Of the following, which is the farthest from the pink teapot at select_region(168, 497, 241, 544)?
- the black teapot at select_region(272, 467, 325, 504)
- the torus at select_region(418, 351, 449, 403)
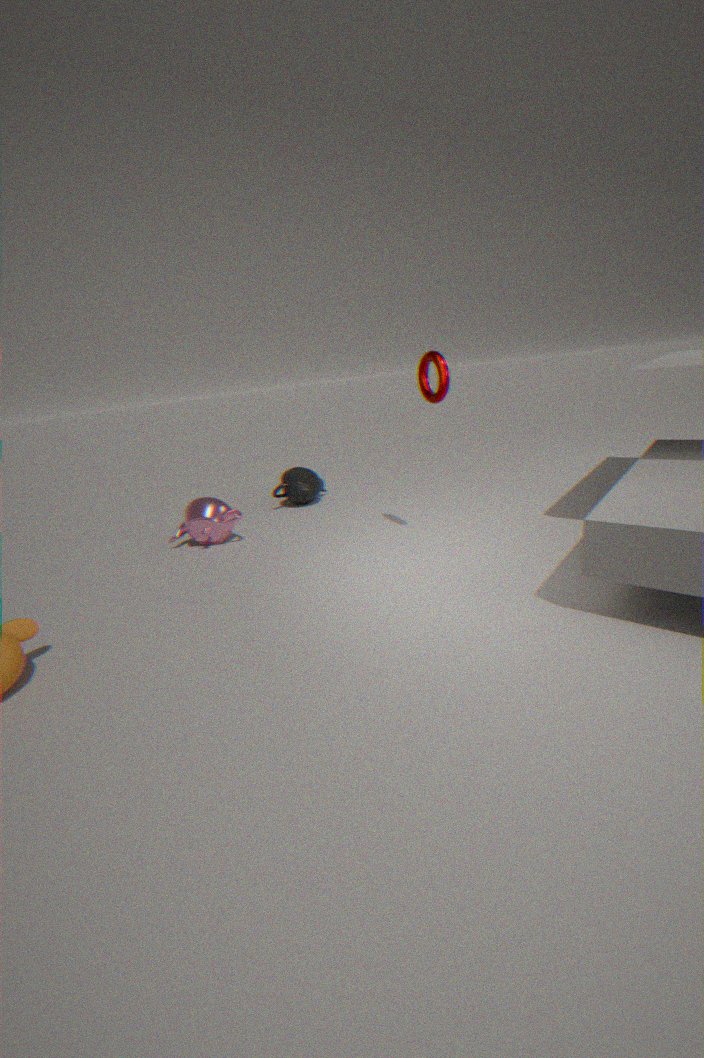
the torus at select_region(418, 351, 449, 403)
